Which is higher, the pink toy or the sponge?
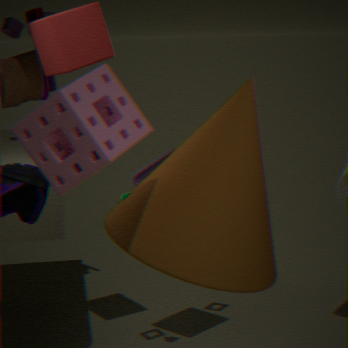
the sponge
